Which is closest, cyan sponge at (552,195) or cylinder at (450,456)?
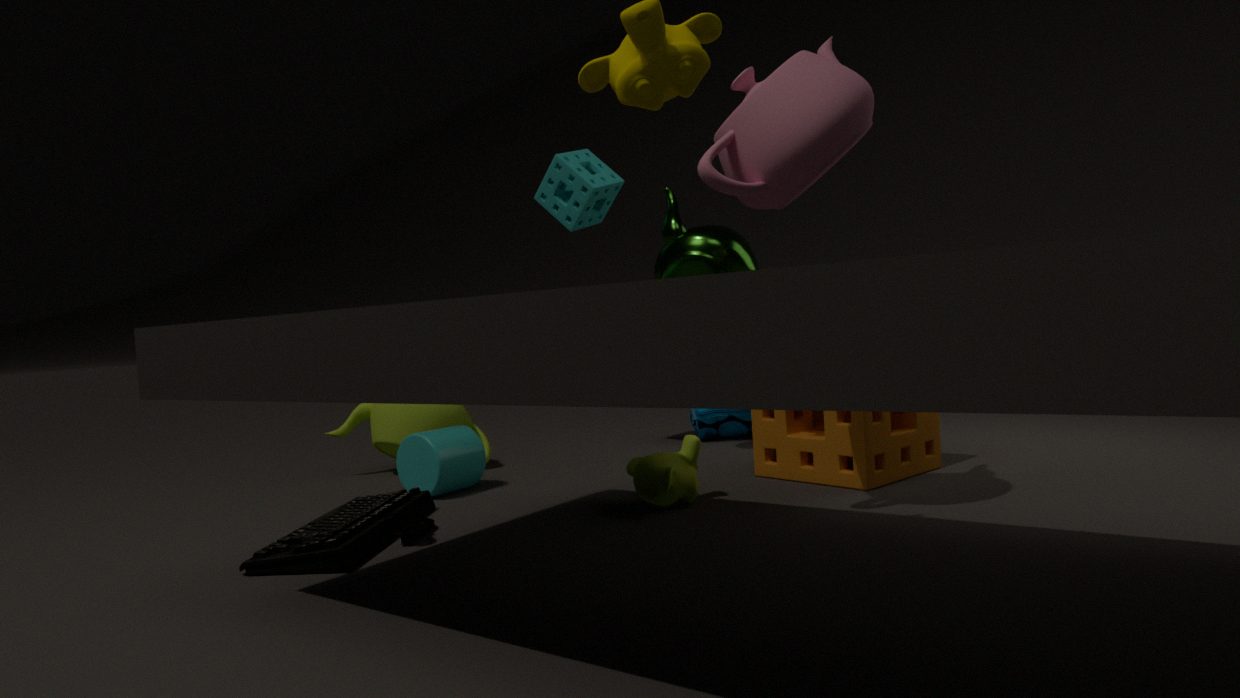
cylinder at (450,456)
